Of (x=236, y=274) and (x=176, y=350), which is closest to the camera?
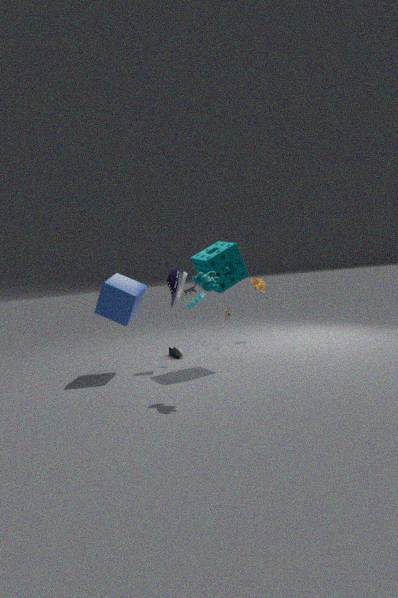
(x=236, y=274)
